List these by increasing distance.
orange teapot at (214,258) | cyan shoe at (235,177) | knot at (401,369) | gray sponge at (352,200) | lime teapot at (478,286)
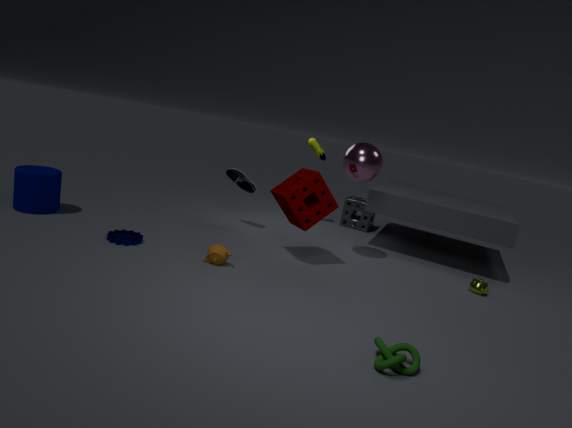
1. knot at (401,369)
2. orange teapot at (214,258)
3. lime teapot at (478,286)
4. cyan shoe at (235,177)
5. gray sponge at (352,200)
